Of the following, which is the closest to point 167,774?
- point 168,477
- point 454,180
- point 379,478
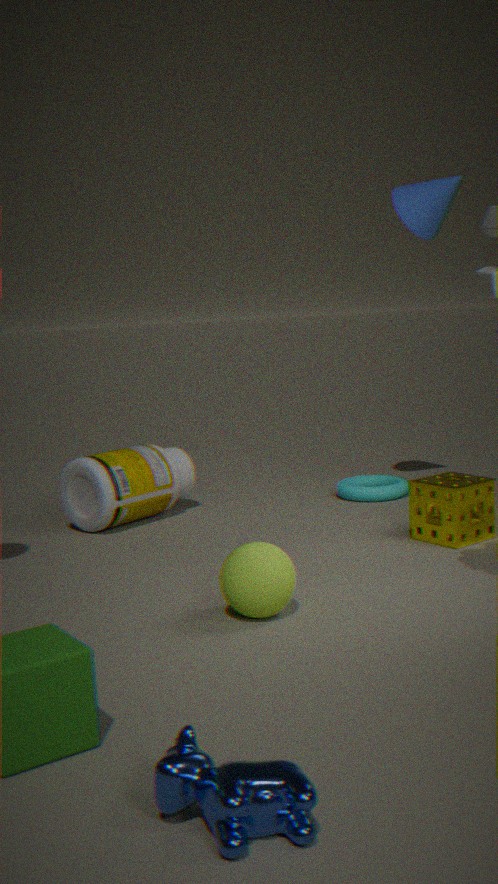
point 168,477
